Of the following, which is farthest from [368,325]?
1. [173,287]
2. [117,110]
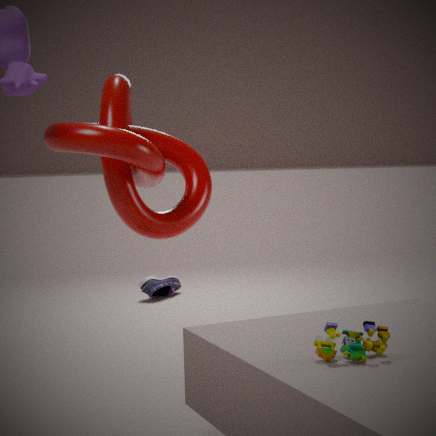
[173,287]
